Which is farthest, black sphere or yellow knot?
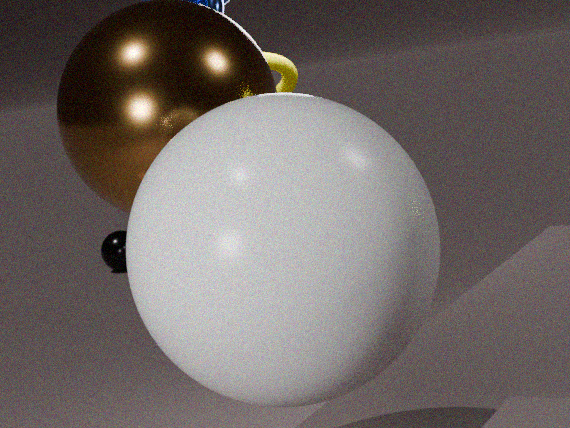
black sphere
